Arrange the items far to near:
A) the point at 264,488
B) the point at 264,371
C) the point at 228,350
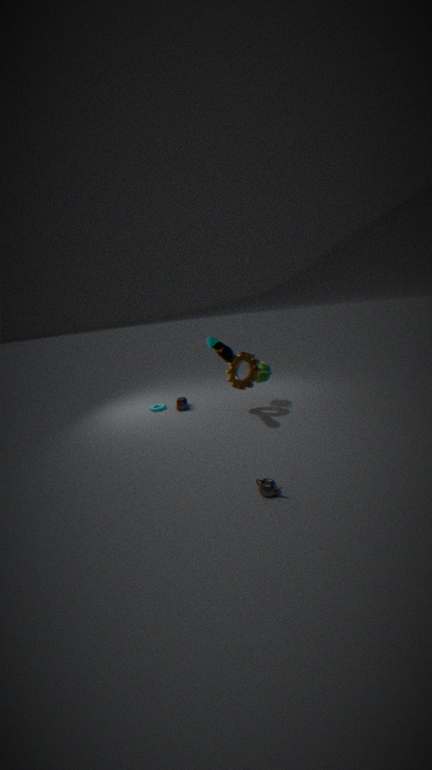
1. the point at 264,371
2. the point at 228,350
3. the point at 264,488
